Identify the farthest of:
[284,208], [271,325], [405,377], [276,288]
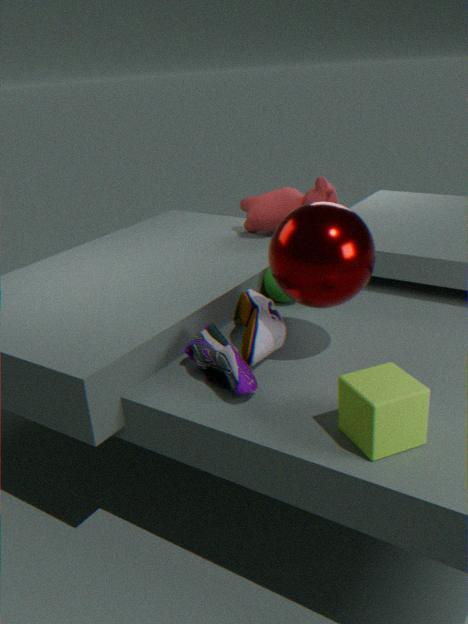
[284,208]
